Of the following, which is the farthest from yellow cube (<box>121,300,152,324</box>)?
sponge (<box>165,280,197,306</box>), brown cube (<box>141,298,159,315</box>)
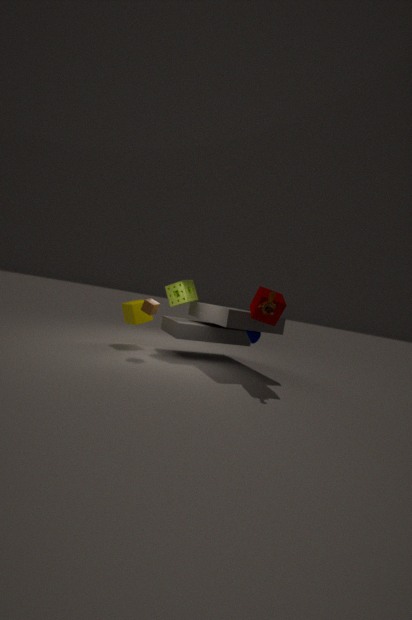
brown cube (<box>141,298,159,315</box>)
